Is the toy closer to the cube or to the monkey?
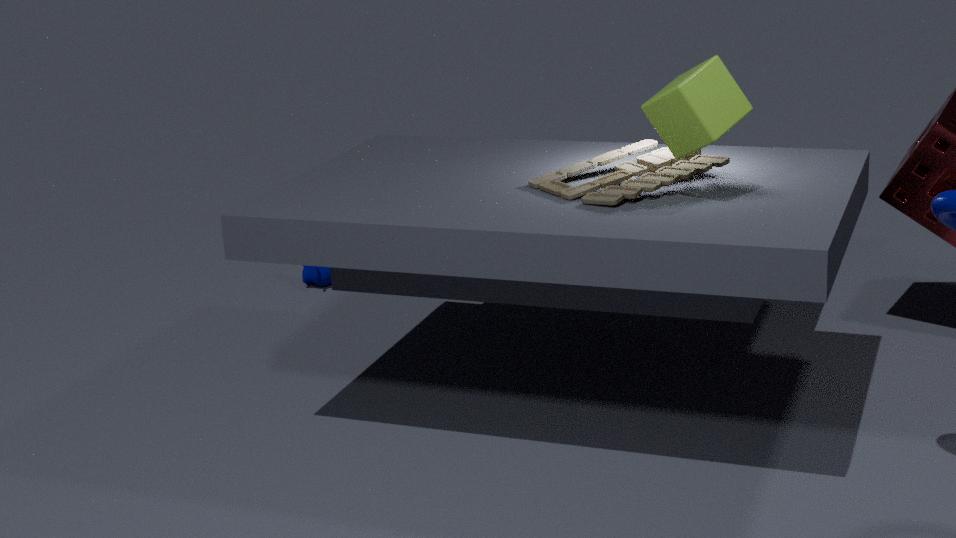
the cube
